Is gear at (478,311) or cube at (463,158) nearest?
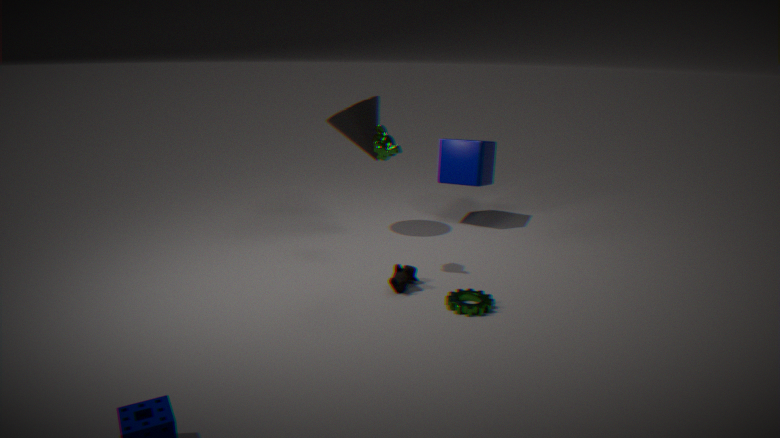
gear at (478,311)
